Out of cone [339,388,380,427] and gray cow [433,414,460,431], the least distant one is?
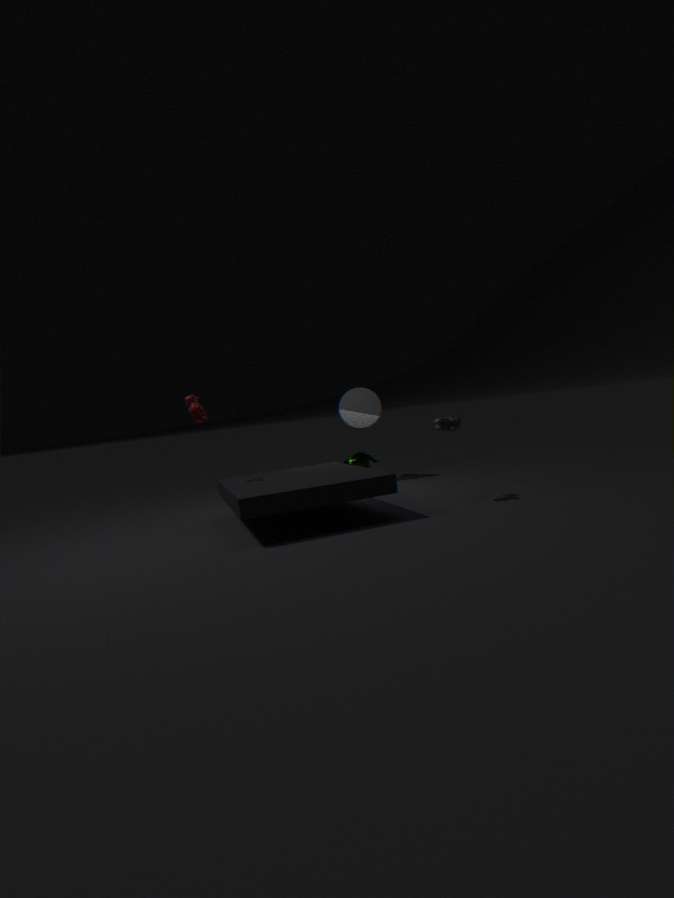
gray cow [433,414,460,431]
